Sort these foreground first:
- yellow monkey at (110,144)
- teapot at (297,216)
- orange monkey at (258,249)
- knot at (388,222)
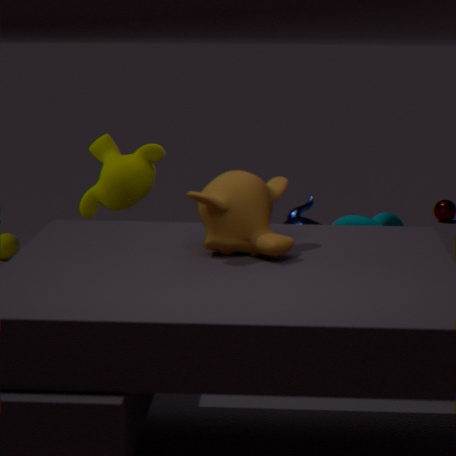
orange monkey at (258,249) → knot at (388,222) → teapot at (297,216) → yellow monkey at (110,144)
